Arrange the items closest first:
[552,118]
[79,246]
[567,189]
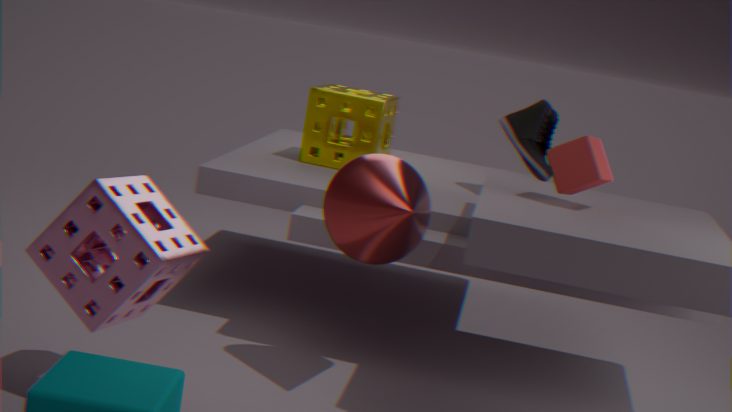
[79,246] → [567,189] → [552,118]
